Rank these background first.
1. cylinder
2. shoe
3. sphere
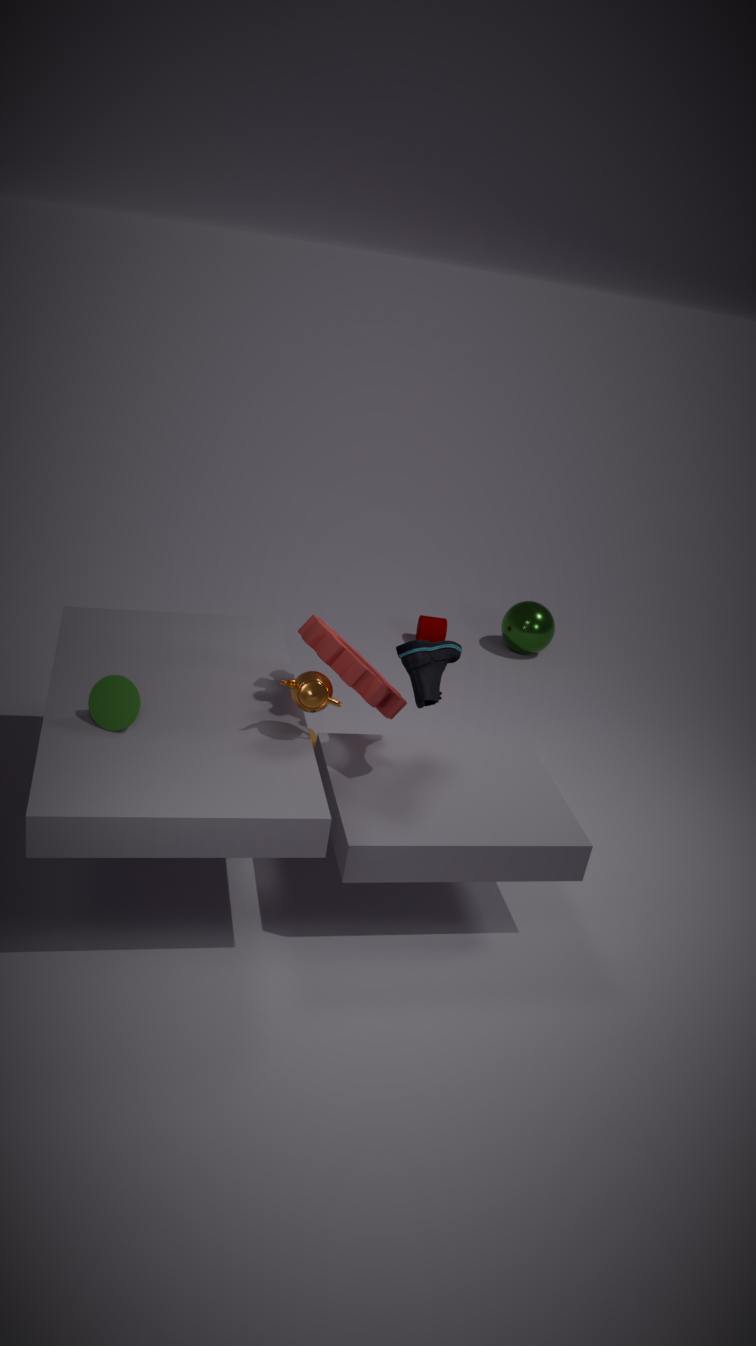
cylinder → sphere → shoe
